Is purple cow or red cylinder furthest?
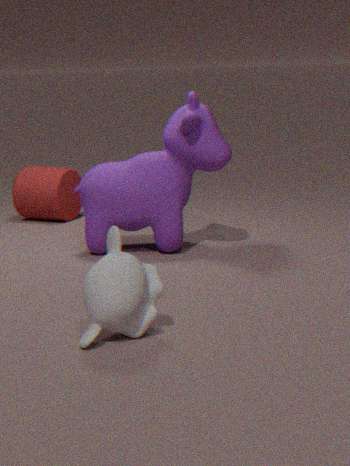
red cylinder
